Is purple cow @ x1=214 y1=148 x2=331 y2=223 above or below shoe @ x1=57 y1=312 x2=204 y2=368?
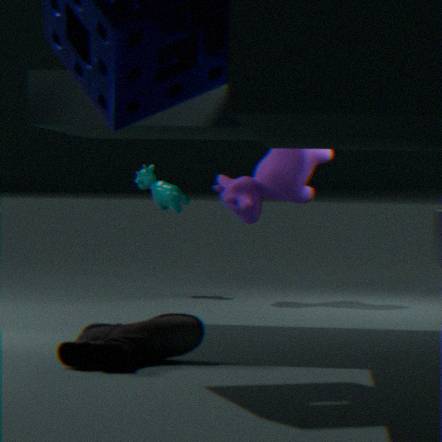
above
